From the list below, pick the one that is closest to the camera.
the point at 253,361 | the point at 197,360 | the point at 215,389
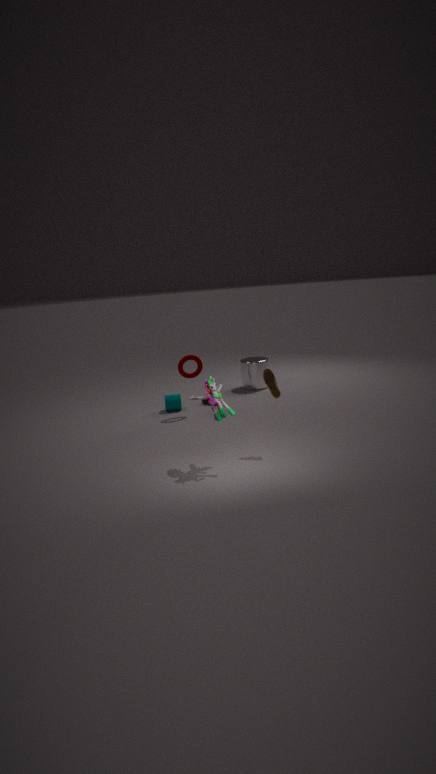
the point at 215,389
